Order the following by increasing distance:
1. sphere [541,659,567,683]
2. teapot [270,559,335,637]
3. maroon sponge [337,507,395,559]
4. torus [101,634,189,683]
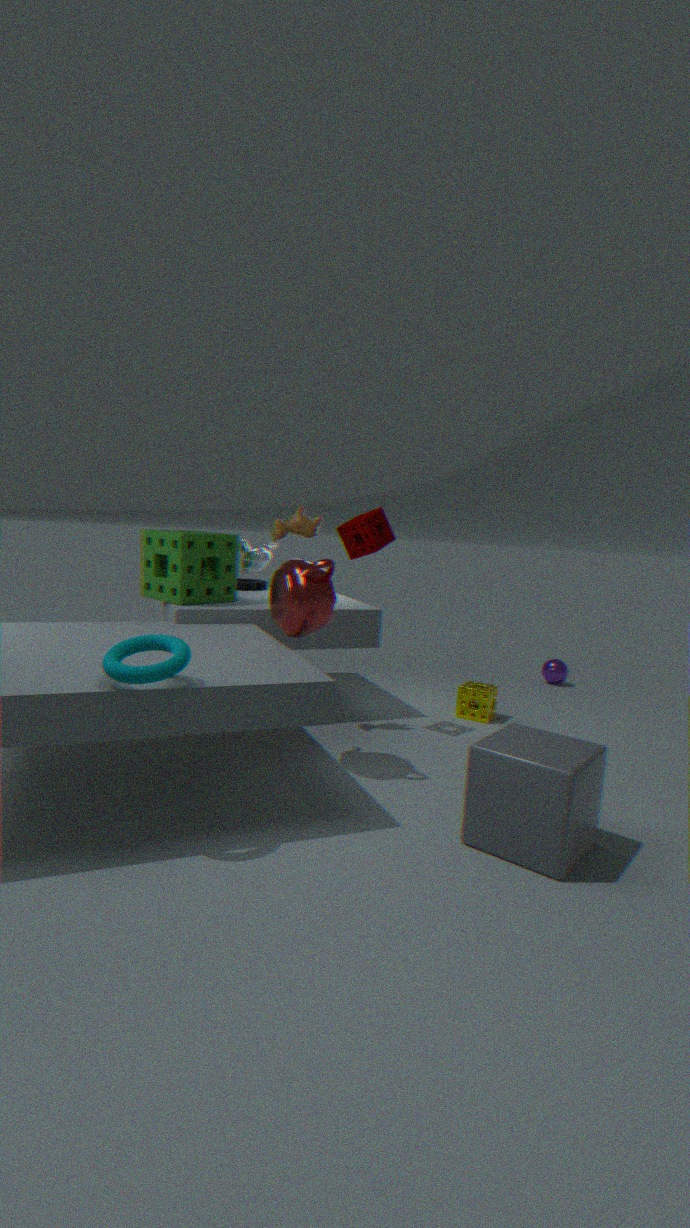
torus [101,634,189,683] < teapot [270,559,335,637] < maroon sponge [337,507,395,559] < sphere [541,659,567,683]
